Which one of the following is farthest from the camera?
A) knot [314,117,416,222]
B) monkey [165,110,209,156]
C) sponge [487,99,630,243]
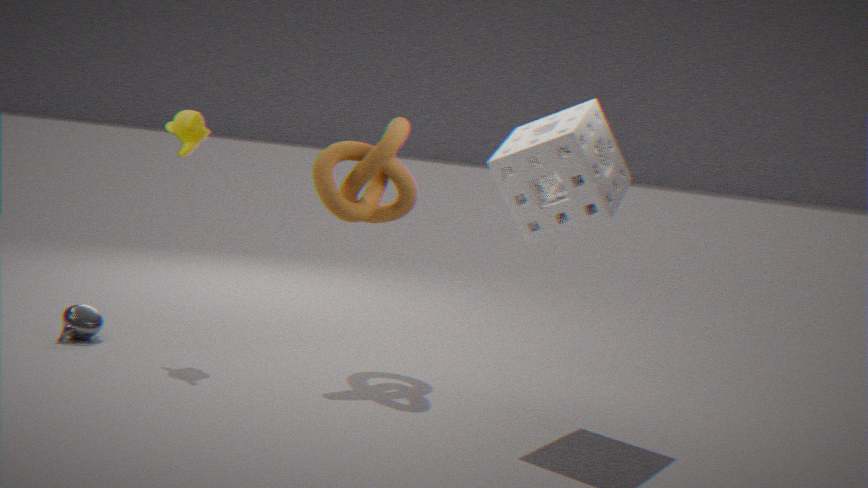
monkey [165,110,209,156]
